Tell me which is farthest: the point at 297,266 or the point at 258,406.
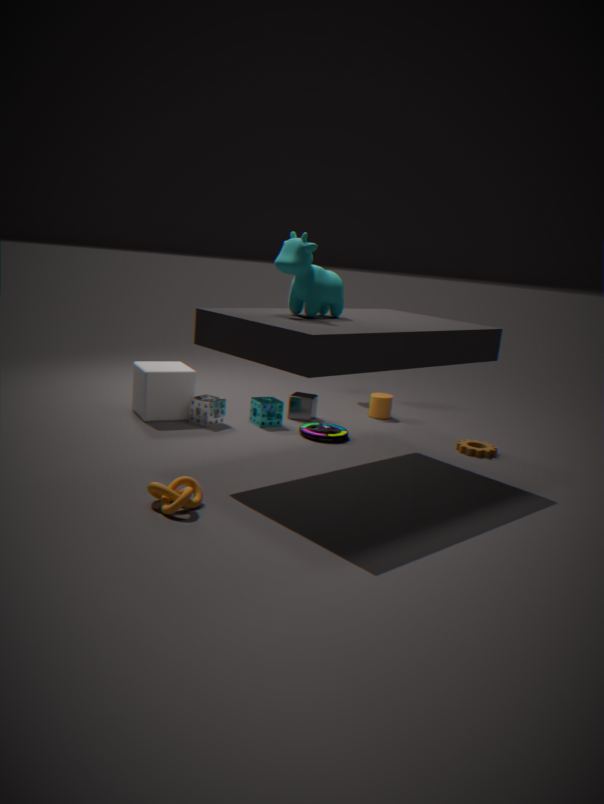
the point at 258,406
